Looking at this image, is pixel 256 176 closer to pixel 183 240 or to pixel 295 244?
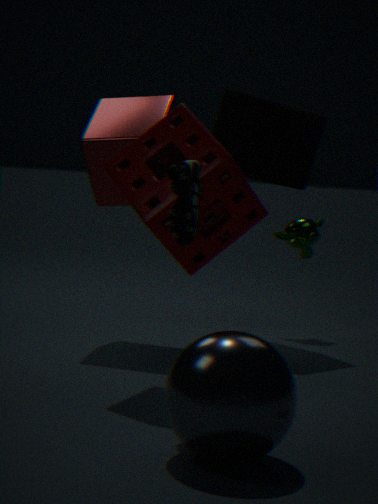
pixel 295 244
